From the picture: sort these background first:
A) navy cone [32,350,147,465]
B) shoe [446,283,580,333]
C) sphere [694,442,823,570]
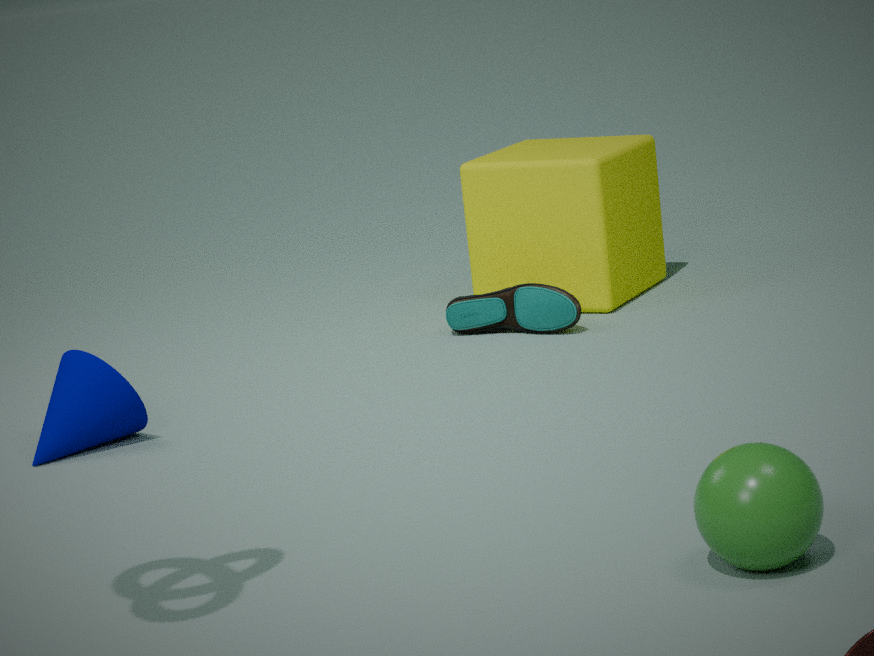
shoe [446,283,580,333] < navy cone [32,350,147,465] < sphere [694,442,823,570]
